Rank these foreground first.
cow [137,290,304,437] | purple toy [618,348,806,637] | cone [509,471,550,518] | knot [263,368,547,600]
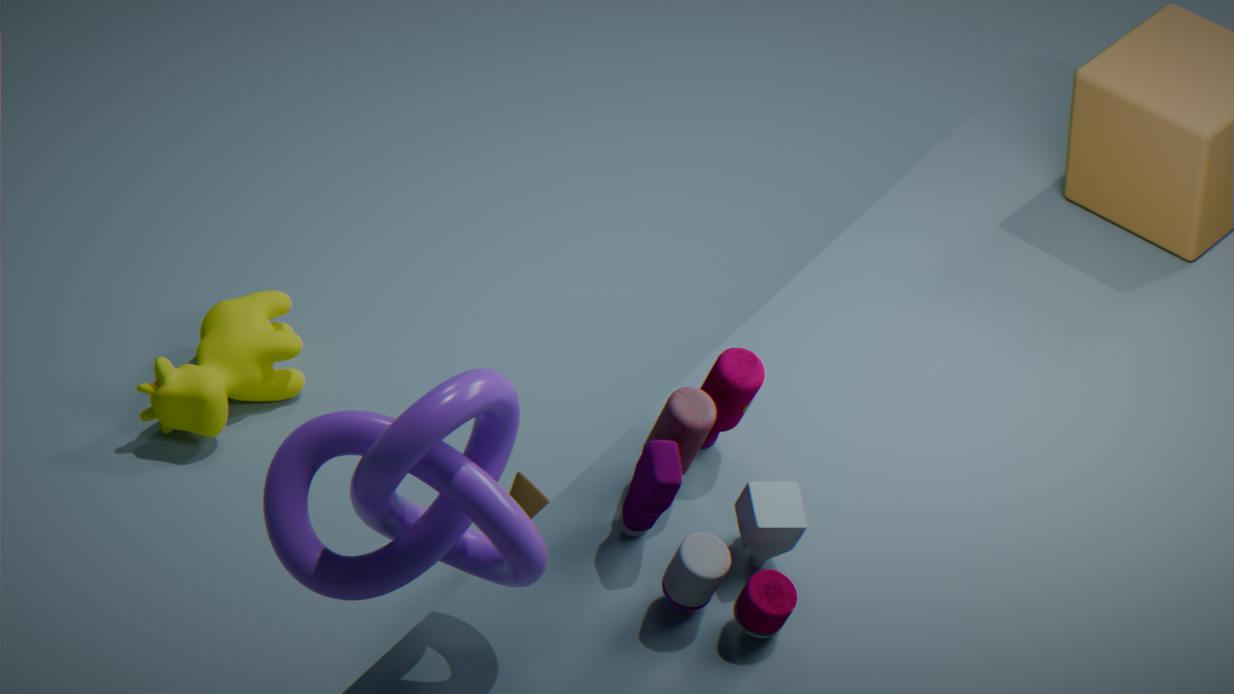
1. knot [263,368,547,600]
2. purple toy [618,348,806,637]
3. cone [509,471,550,518]
4. cow [137,290,304,437]
